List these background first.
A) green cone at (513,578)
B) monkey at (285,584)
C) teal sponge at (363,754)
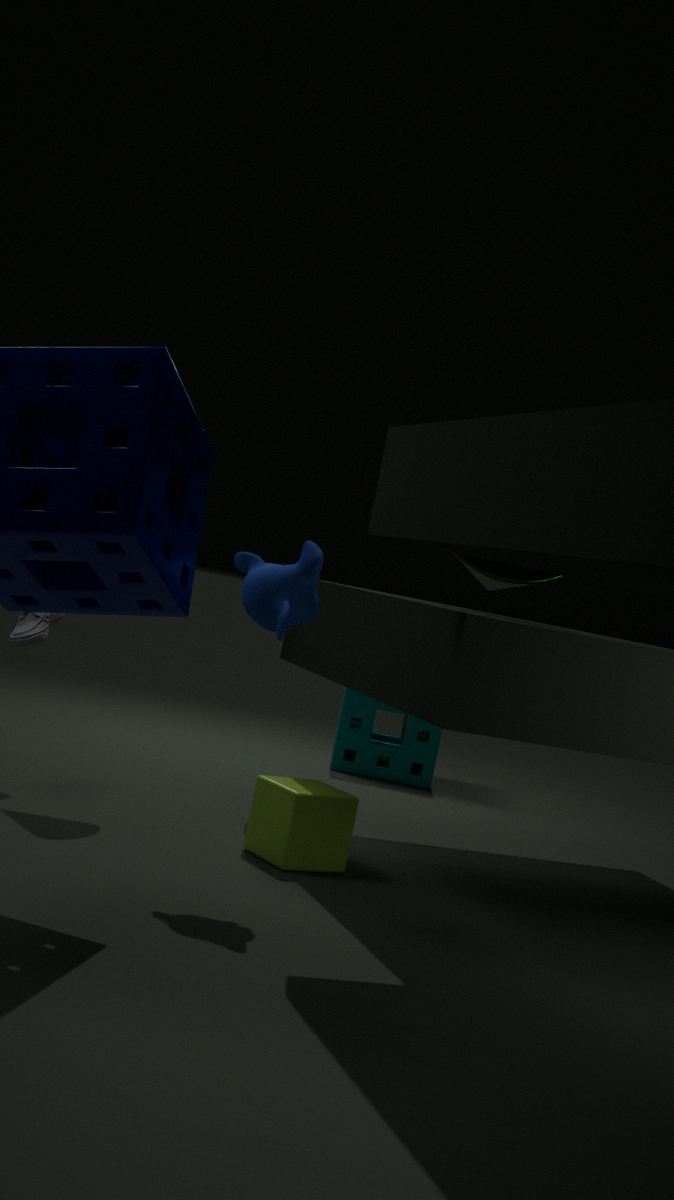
C. teal sponge at (363,754)
A. green cone at (513,578)
B. monkey at (285,584)
